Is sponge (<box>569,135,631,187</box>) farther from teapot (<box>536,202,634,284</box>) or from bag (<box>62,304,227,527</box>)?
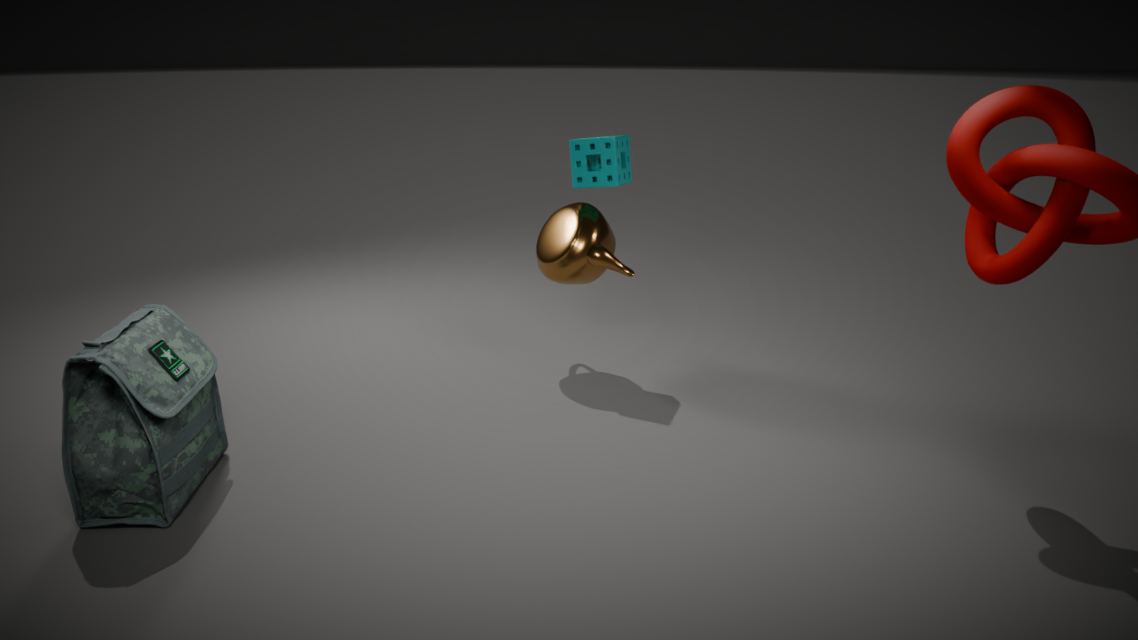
bag (<box>62,304,227,527</box>)
